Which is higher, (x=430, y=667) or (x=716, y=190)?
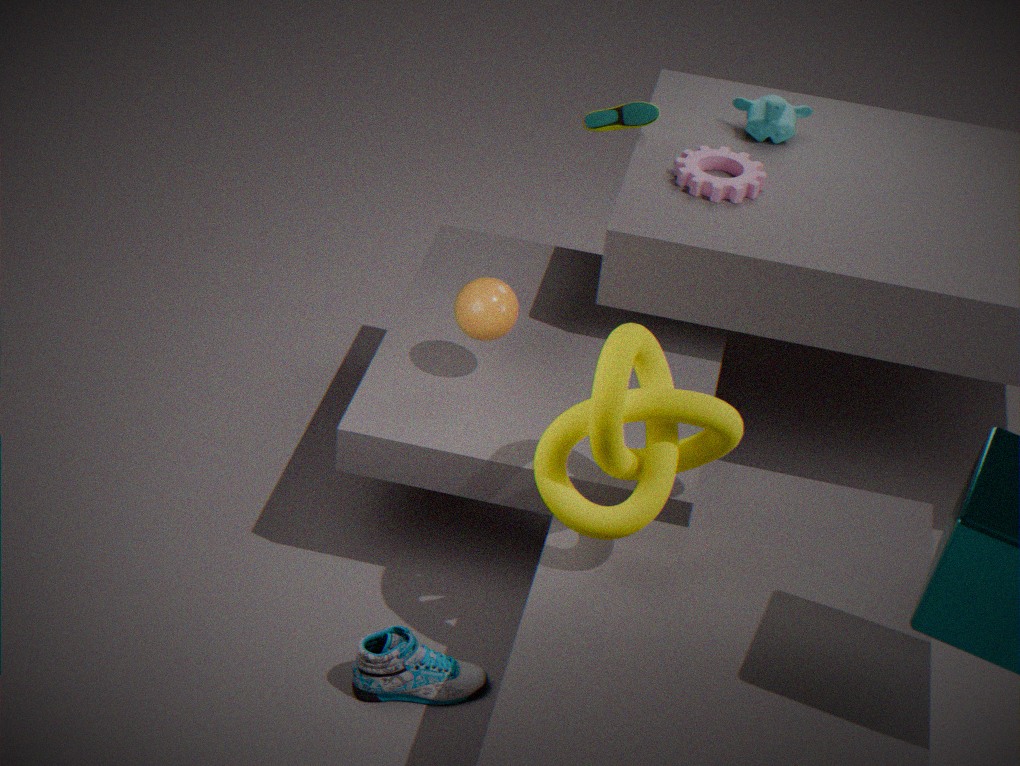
(x=716, y=190)
